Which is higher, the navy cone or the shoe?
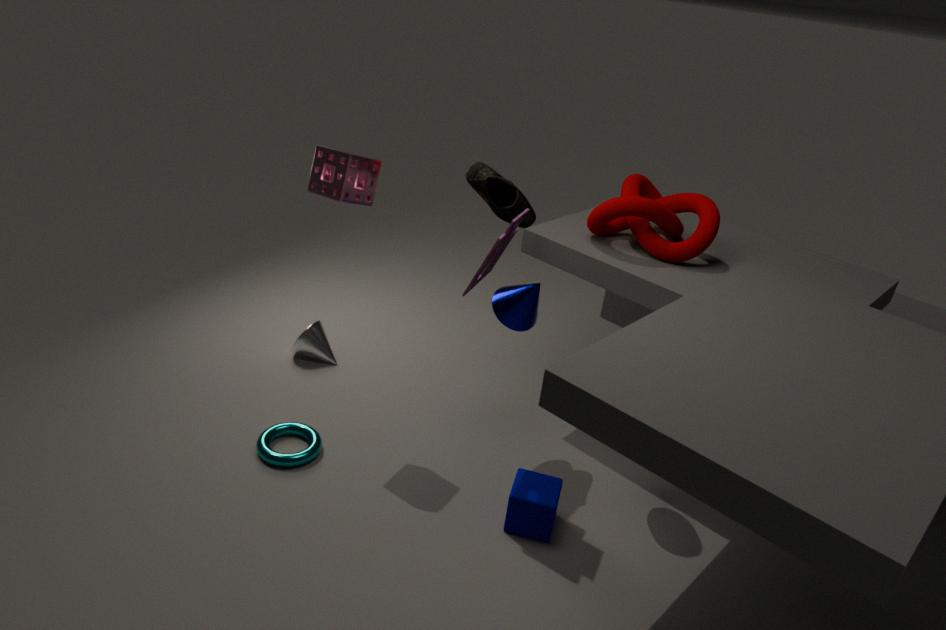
the shoe
